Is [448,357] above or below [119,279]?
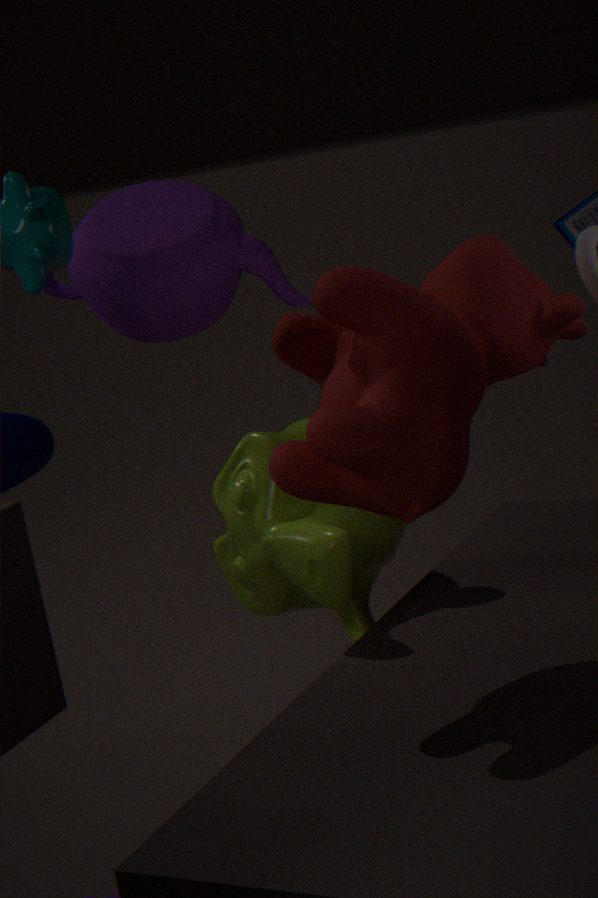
below
